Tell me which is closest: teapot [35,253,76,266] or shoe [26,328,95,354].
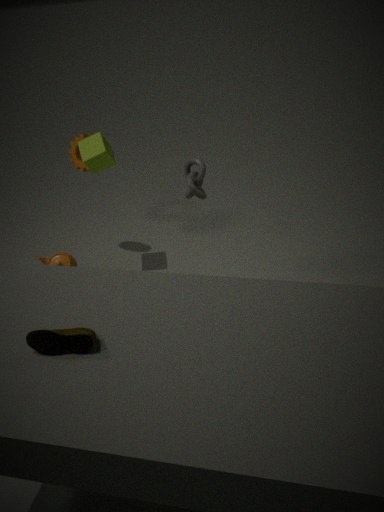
shoe [26,328,95,354]
